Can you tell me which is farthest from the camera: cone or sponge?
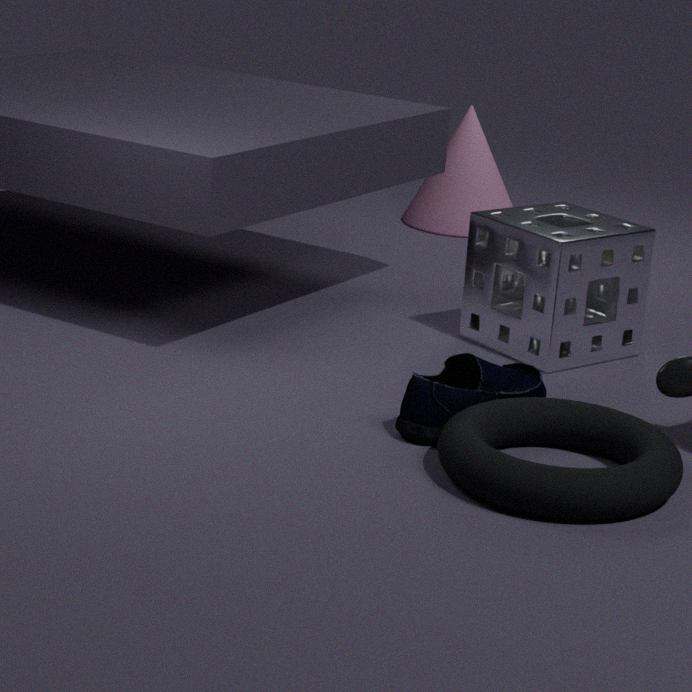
cone
